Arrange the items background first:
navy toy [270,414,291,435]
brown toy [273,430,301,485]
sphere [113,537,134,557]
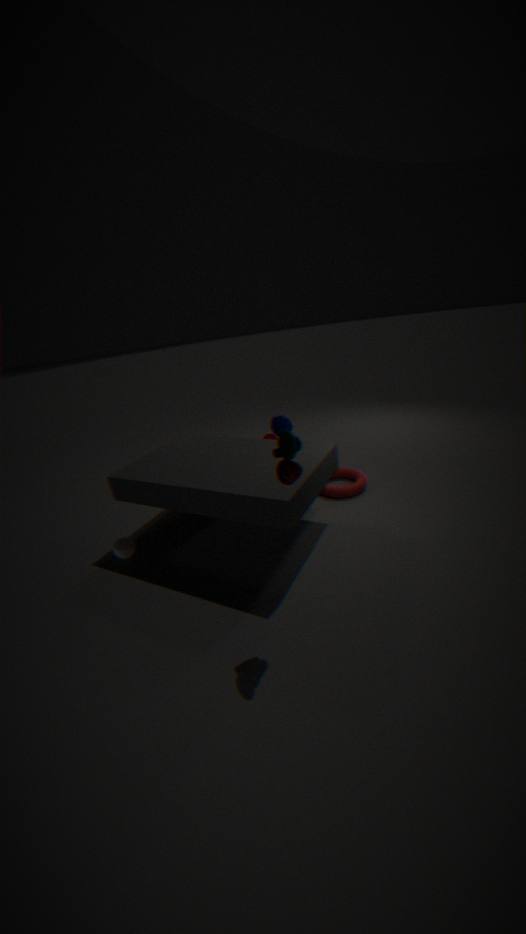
navy toy [270,414,291,435] → sphere [113,537,134,557] → brown toy [273,430,301,485]
